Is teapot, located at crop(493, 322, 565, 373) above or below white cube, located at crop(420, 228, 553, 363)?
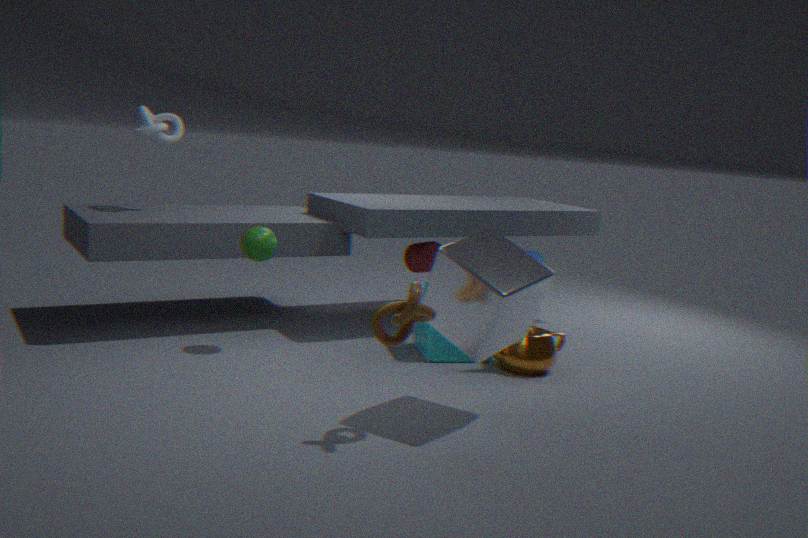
below
